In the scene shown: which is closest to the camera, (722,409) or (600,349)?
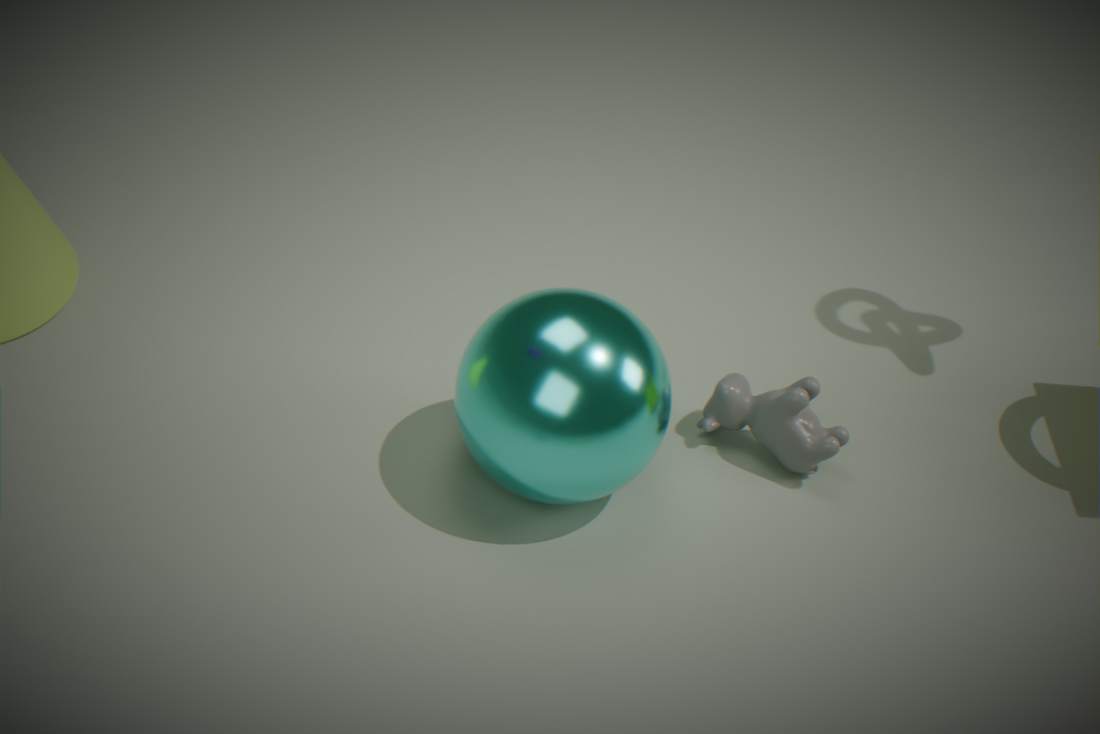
(600,349)
